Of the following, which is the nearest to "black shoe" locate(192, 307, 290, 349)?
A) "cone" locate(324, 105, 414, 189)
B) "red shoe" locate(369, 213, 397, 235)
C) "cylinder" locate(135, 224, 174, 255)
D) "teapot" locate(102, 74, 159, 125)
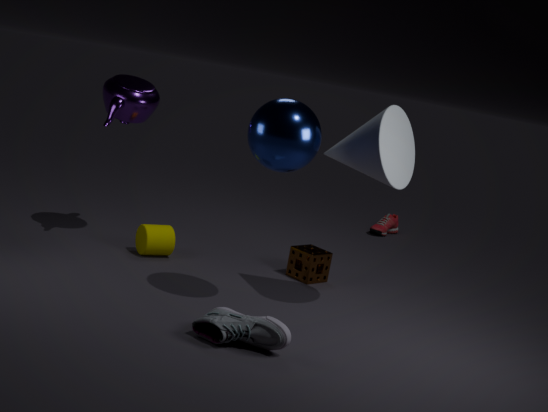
"cone" locate(324, 105, 414, 189)
